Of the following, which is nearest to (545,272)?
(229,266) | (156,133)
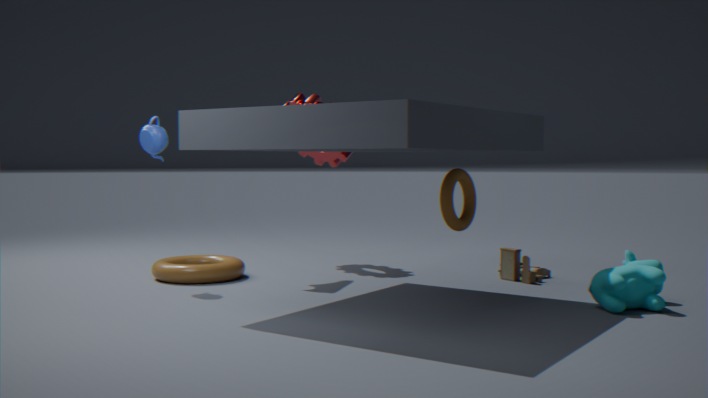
(229,266)
